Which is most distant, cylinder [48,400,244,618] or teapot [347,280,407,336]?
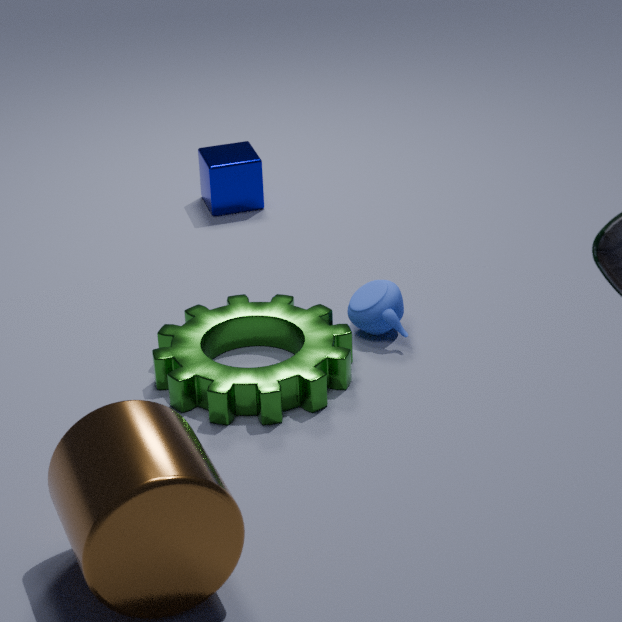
teapot [347,280,407,336]
